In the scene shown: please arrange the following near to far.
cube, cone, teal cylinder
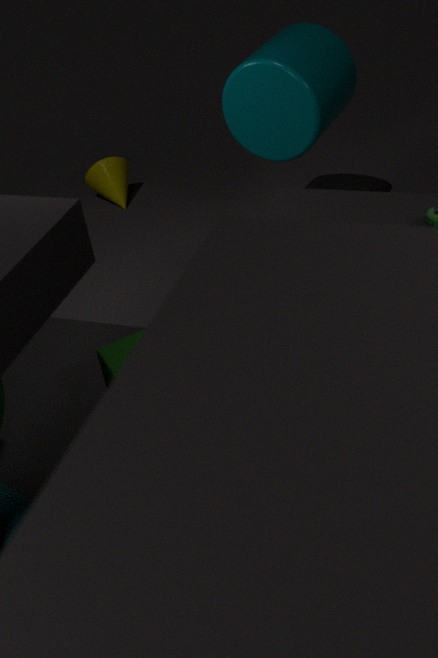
1. cube
2. teal cylinder
3. cone
